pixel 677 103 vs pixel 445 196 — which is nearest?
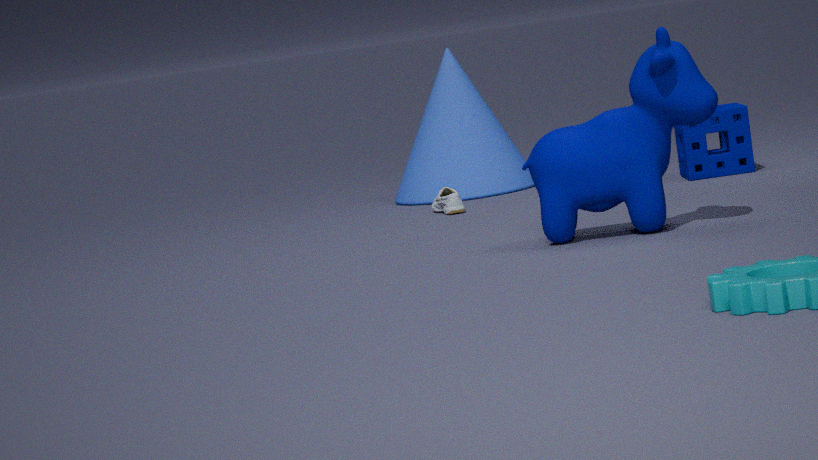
pixel 677 103
